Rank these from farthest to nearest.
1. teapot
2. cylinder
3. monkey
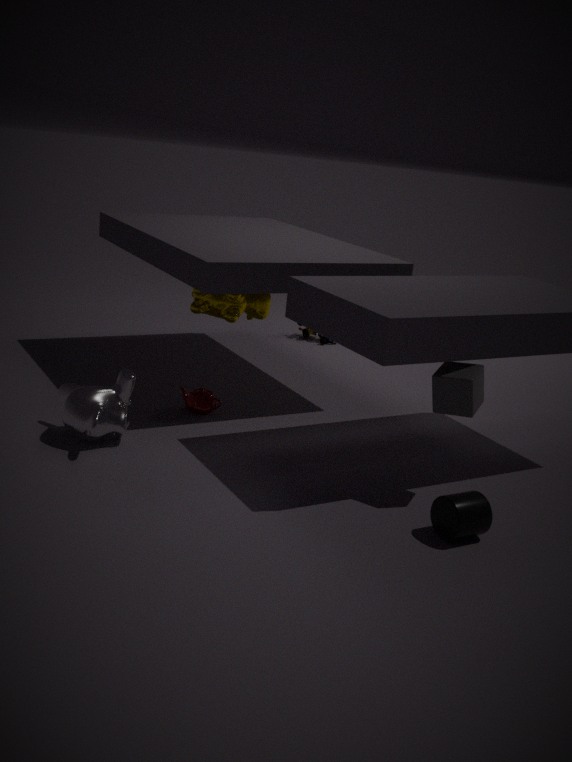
teapot, monkey, cylinder
